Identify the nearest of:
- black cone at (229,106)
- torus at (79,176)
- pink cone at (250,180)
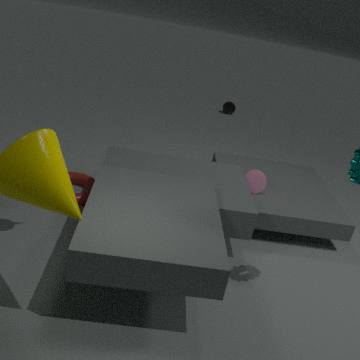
torus at (79,176)
